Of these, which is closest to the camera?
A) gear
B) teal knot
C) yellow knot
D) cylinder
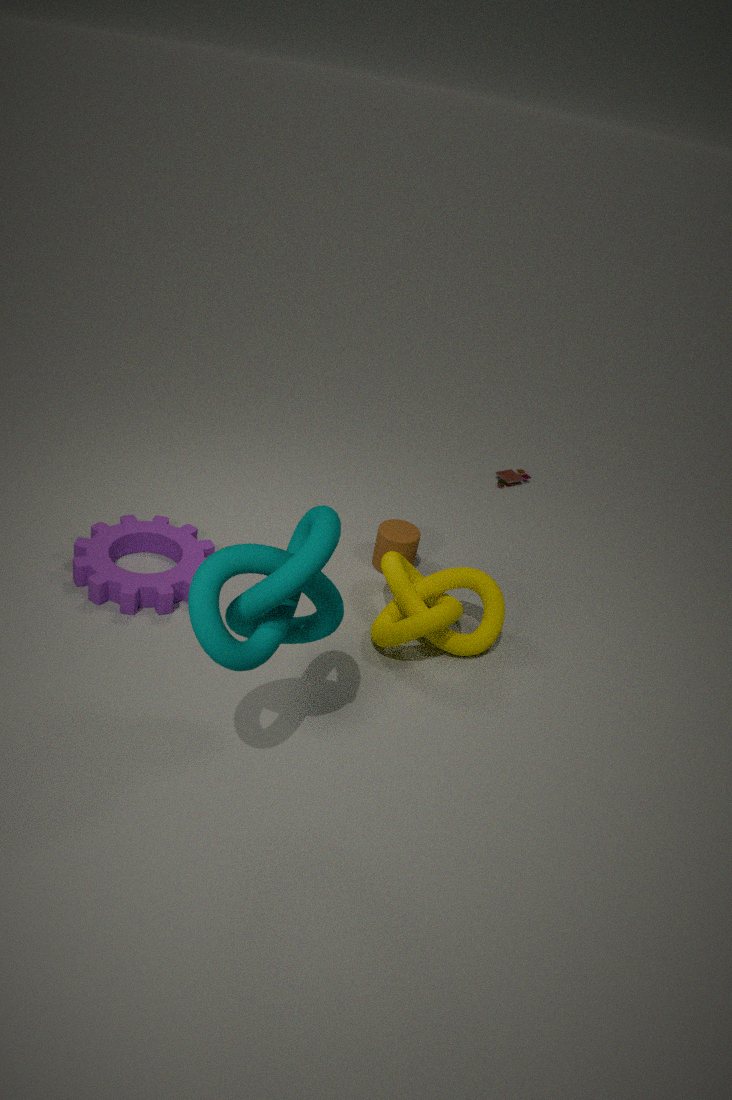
teal knot
